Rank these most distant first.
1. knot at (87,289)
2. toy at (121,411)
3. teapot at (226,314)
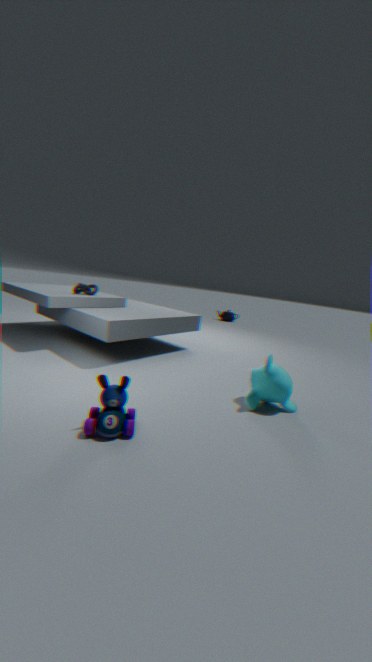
teapot at (226,314) < knot at (87,289) < toy at (121,411)
